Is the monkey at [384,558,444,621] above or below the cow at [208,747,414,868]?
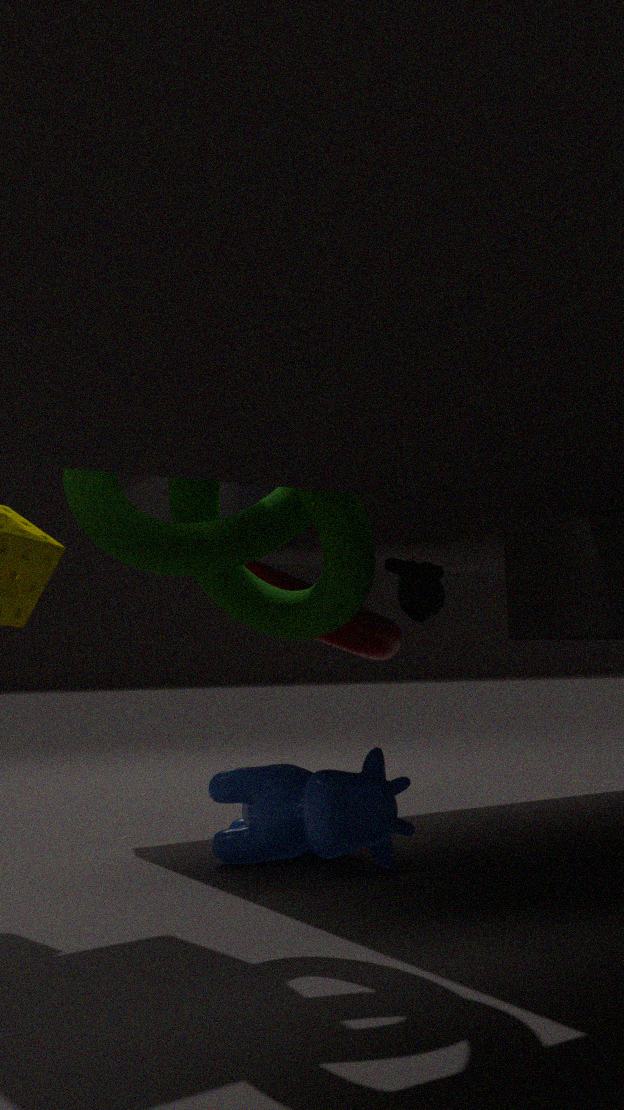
above
